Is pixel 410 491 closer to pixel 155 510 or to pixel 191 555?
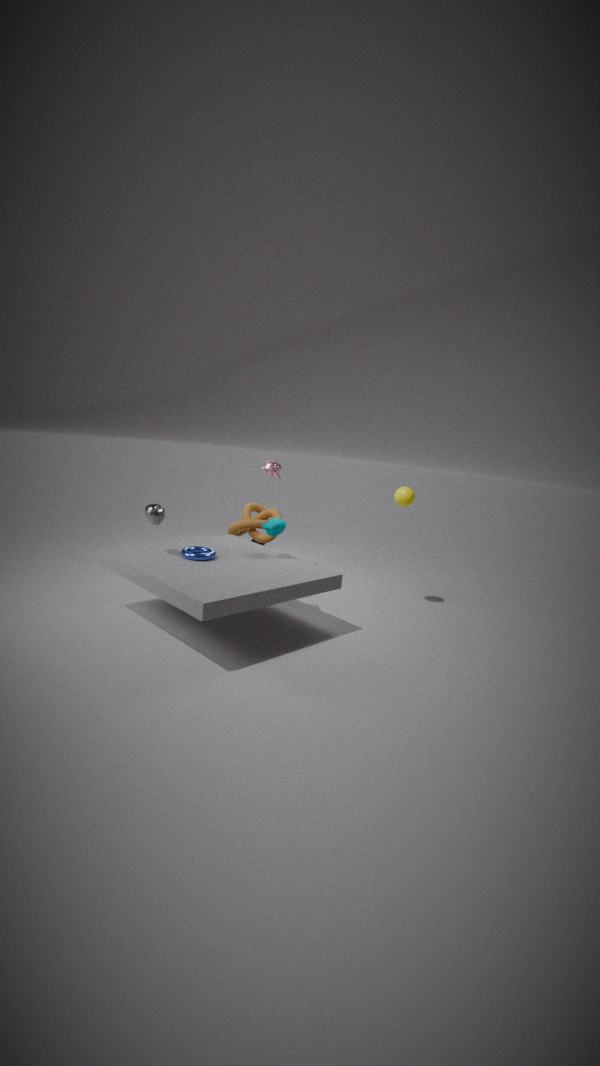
pixel 191 555
